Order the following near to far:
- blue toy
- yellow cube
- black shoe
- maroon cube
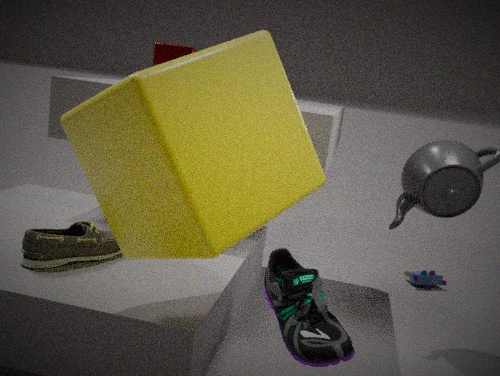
1. yellow cube
2. black shoe
3. maroon cube
4. blue toy
